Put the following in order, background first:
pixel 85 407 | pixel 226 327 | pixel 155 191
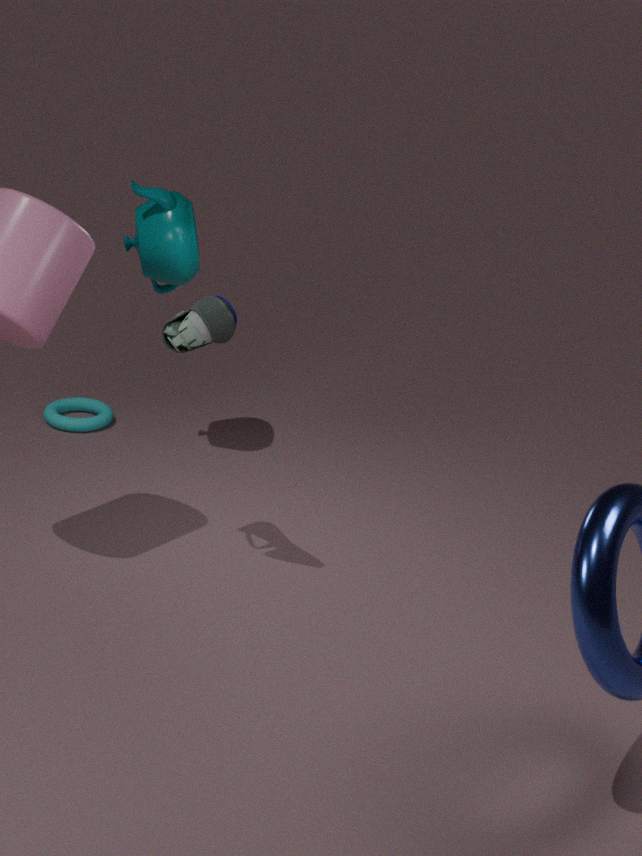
1. pixel 85 407
2. pixel 155 191
3. pixel 226 327
